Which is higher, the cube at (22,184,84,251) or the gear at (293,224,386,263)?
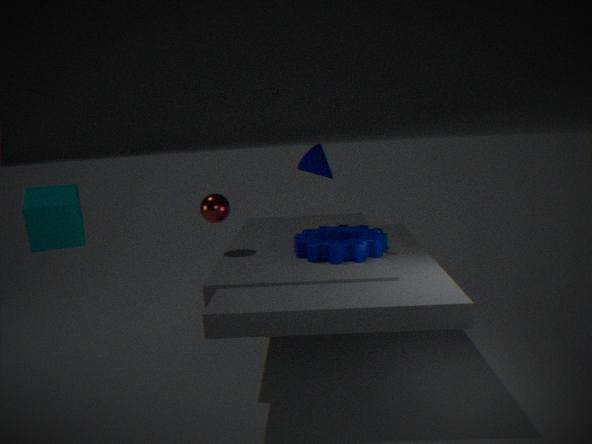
the cube at (22,184,84,251)
